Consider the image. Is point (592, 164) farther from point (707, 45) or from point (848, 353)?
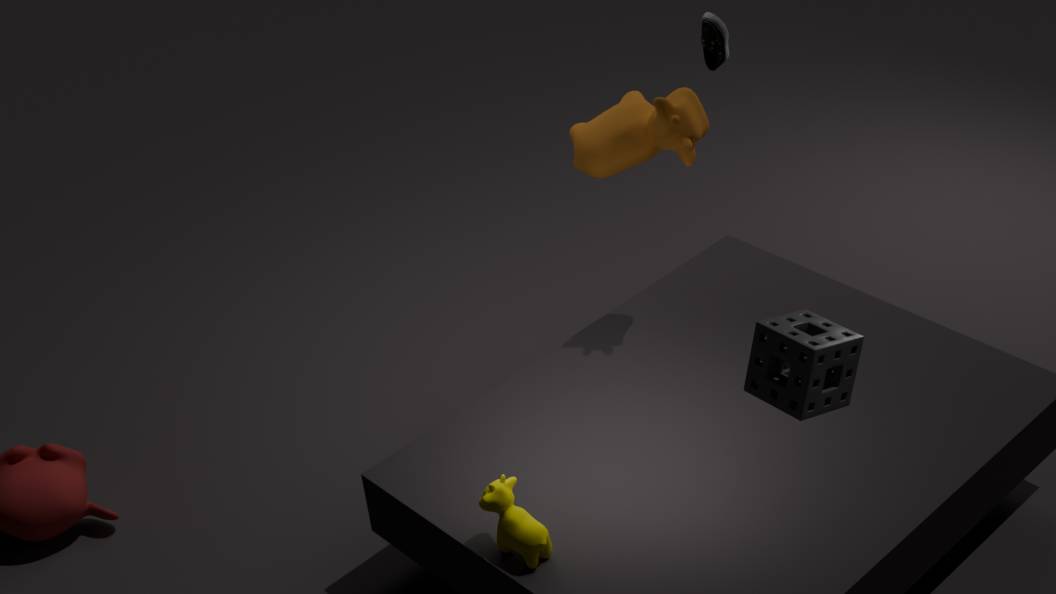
point (848, 353)
